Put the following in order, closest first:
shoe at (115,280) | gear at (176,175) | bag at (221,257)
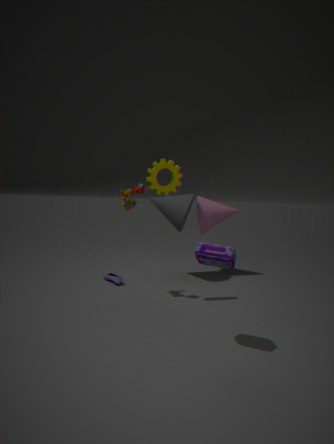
bag at (221,257)
gear at (176,175)
shoe at (115,280)
